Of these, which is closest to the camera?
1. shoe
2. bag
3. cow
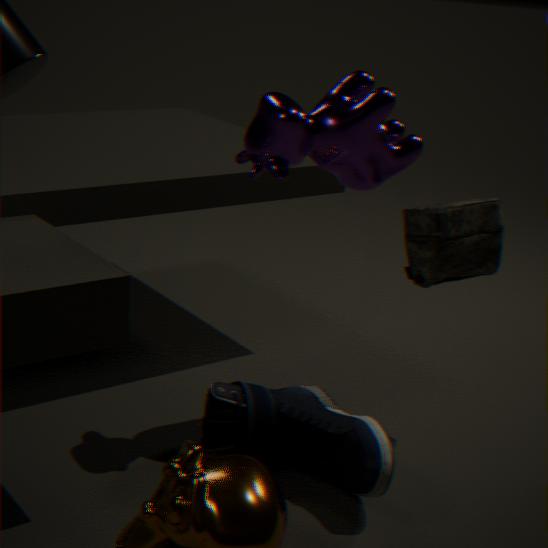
shoe
